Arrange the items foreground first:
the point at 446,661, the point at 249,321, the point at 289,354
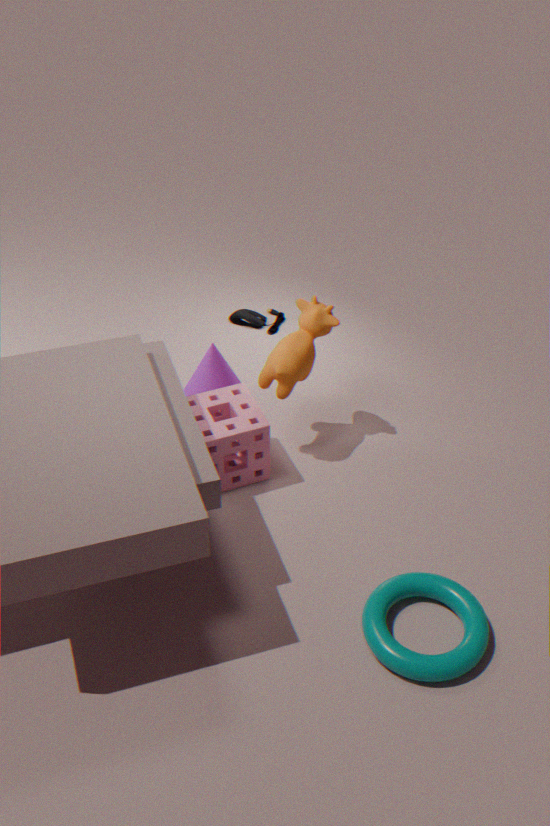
the point at 446,661 → the point at 289,354 → the point at 249,321
